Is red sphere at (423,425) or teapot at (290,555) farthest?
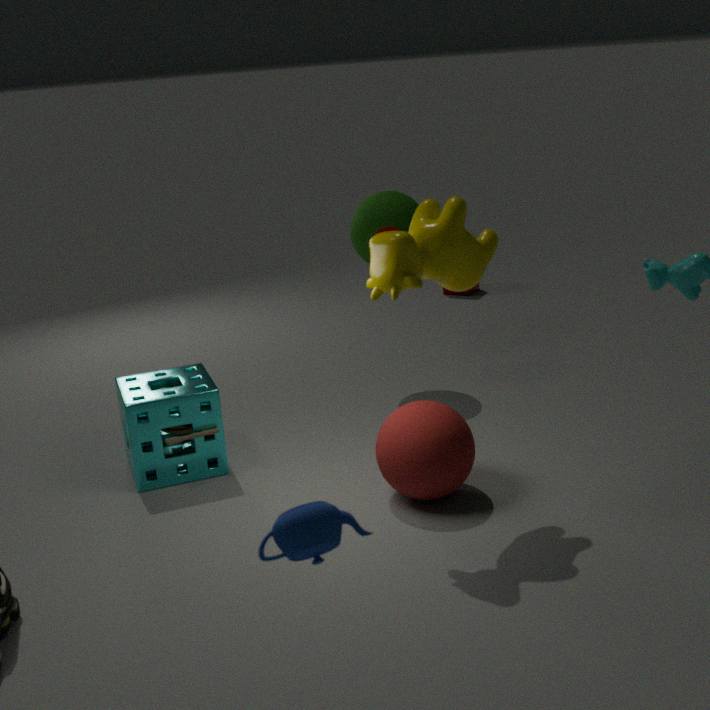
red sphere at (423,425)
